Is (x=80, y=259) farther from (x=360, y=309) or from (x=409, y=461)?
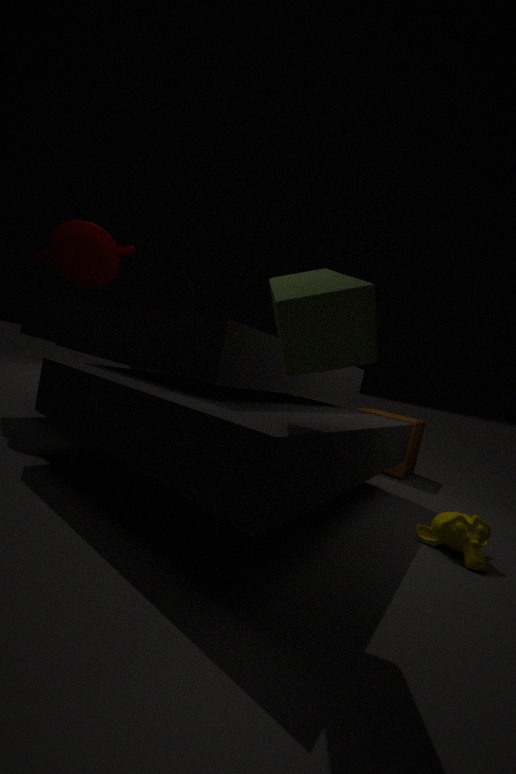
(x=409, y=461)
